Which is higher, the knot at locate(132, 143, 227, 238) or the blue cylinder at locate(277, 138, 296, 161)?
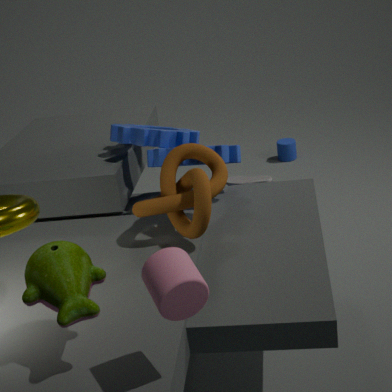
the knot at locate(132, 143, 227, 238)
